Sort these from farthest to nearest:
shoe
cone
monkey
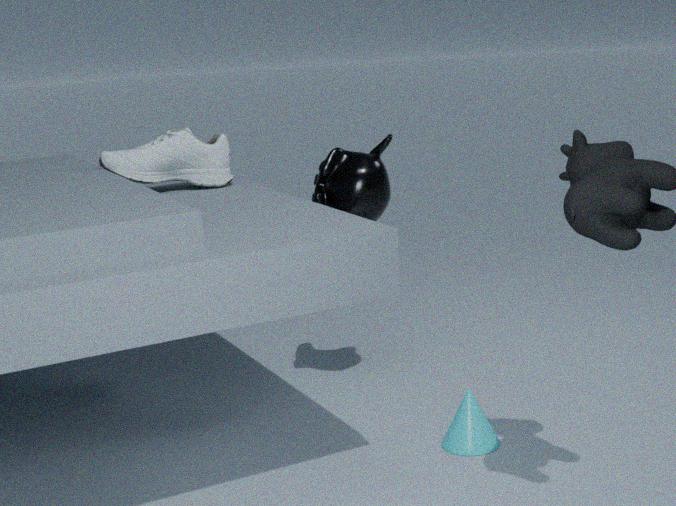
shoe → monkey → cone
